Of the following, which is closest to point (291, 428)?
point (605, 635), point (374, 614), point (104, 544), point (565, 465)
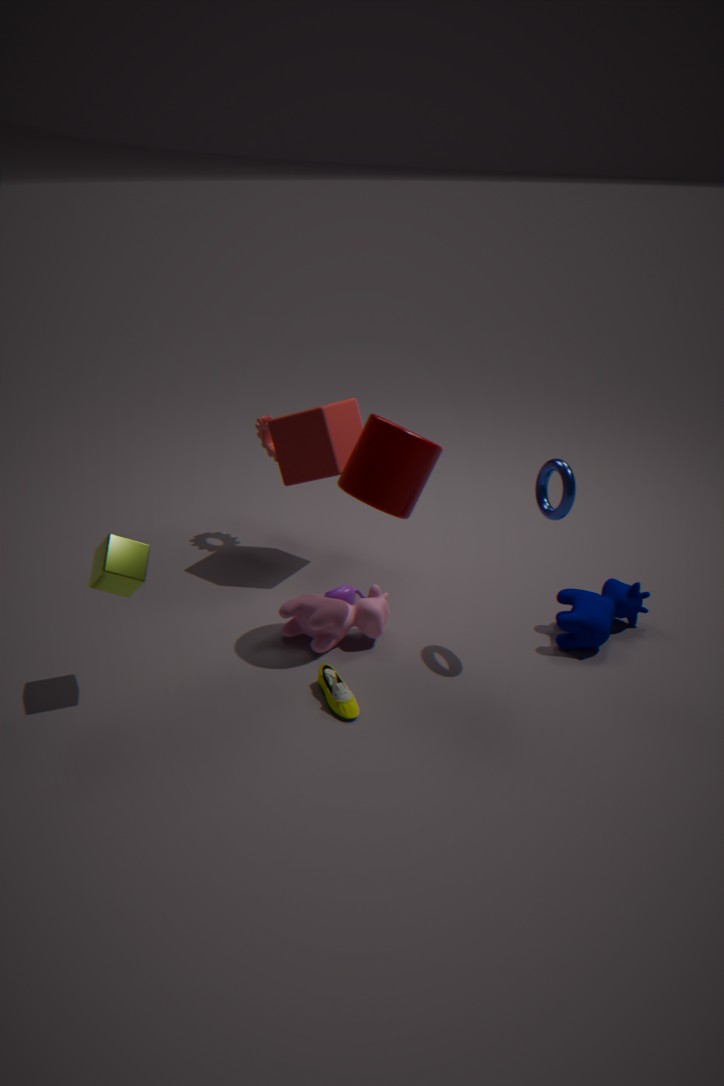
point (374, 614)
